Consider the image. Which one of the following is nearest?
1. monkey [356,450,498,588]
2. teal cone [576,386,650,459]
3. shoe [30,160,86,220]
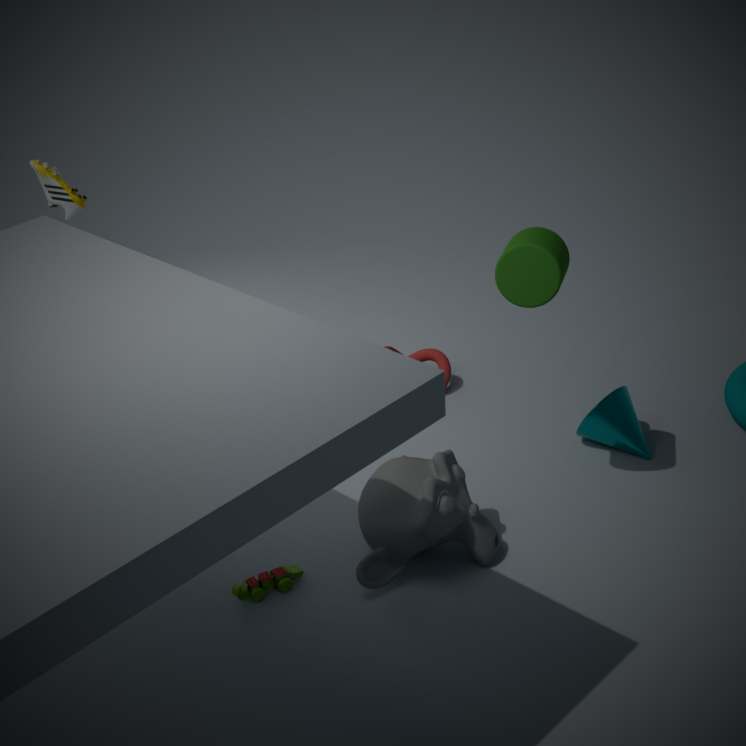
monkey [356,450,498,588]
